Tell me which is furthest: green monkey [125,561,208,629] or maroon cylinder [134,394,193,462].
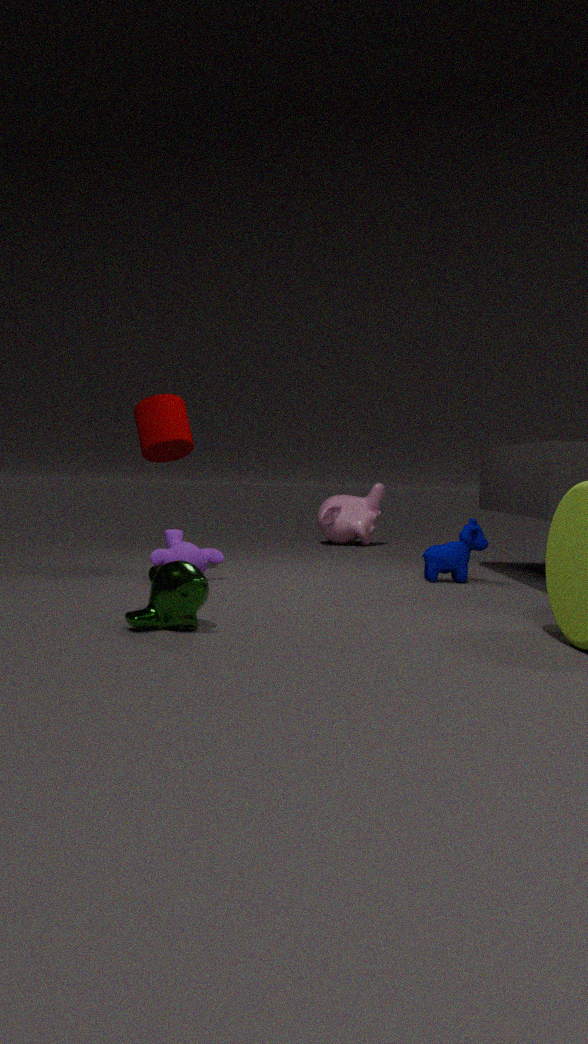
maroon cylinder [134,394,193,462]
